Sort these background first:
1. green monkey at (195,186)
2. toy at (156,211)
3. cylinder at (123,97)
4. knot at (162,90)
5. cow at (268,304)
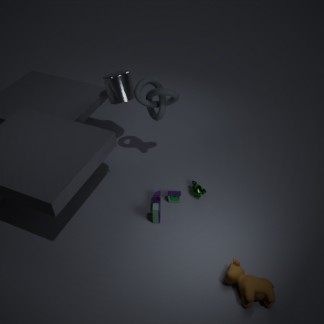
cylinder at (123,97)
green monkey at (195,186)
knot at (162,90)
toy at (156,211)
cow at (268,304)
